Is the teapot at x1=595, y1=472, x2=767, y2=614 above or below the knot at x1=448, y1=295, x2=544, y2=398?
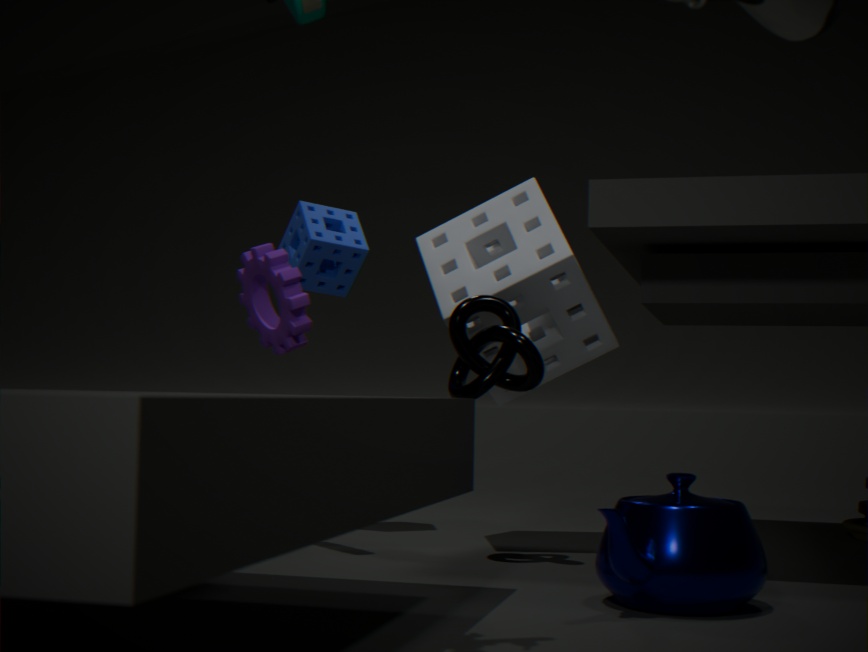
below
